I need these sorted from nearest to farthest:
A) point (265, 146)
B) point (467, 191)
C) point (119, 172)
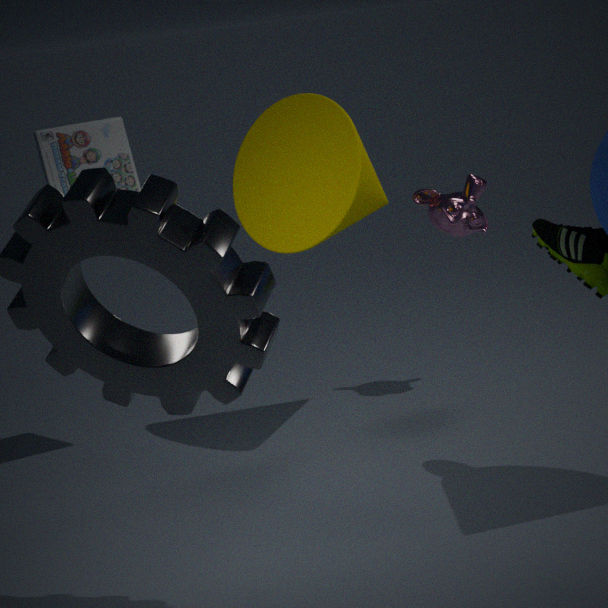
point (265, 146) < point (119, 172) < point (467, 191)
